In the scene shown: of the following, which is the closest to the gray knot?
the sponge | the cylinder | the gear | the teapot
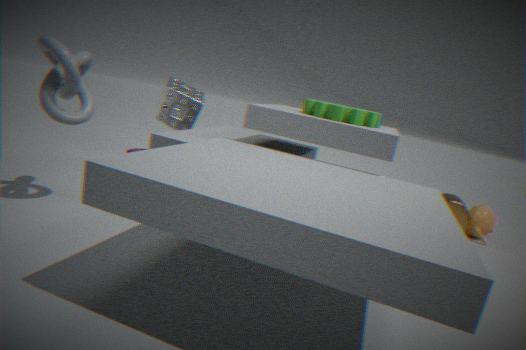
the sponge
